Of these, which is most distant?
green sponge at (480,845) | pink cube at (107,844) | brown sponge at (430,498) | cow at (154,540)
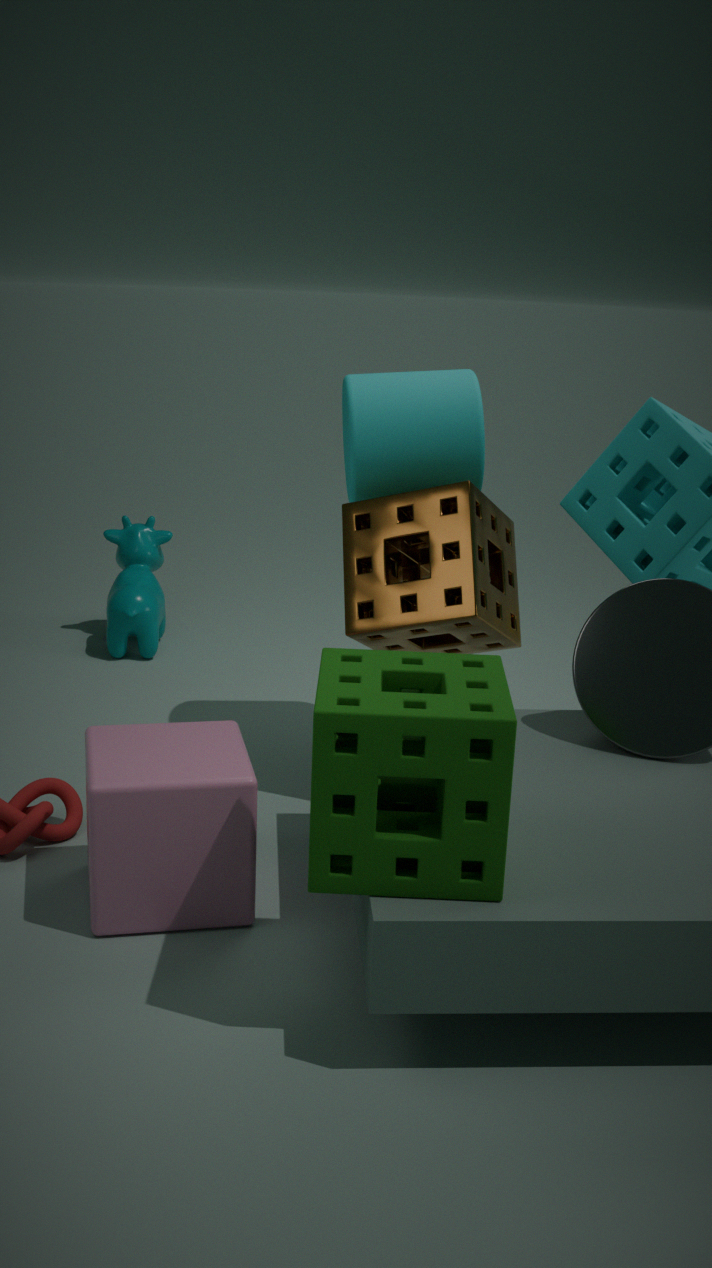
cow at (154,540)
